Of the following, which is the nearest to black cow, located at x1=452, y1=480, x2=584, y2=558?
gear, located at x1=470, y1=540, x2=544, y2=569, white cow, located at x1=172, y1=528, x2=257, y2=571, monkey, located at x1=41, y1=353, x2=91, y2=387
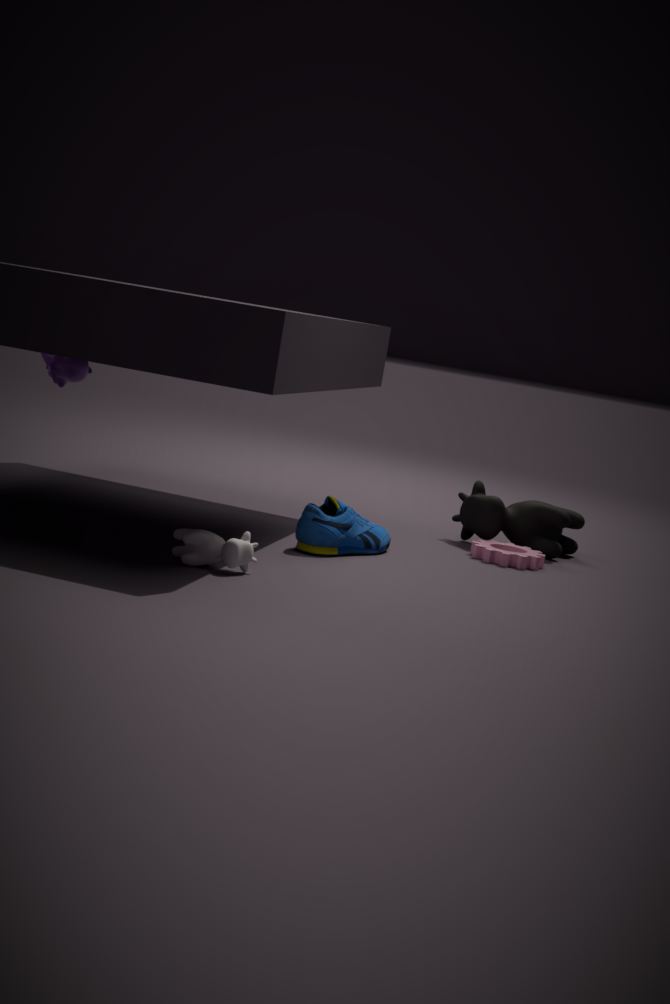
gear, located at x1=470, y1=540, x2=544, y2=569
